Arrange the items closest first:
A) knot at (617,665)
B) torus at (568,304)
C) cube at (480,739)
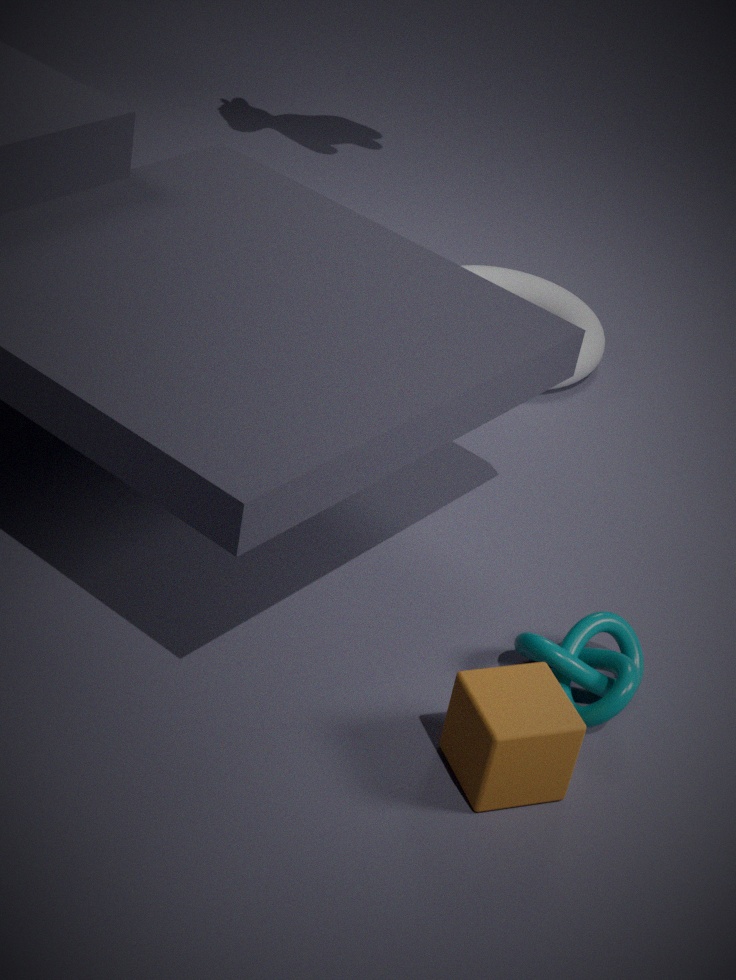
cube at (480,739)
knot at (617,665)
torus at (568,304)
